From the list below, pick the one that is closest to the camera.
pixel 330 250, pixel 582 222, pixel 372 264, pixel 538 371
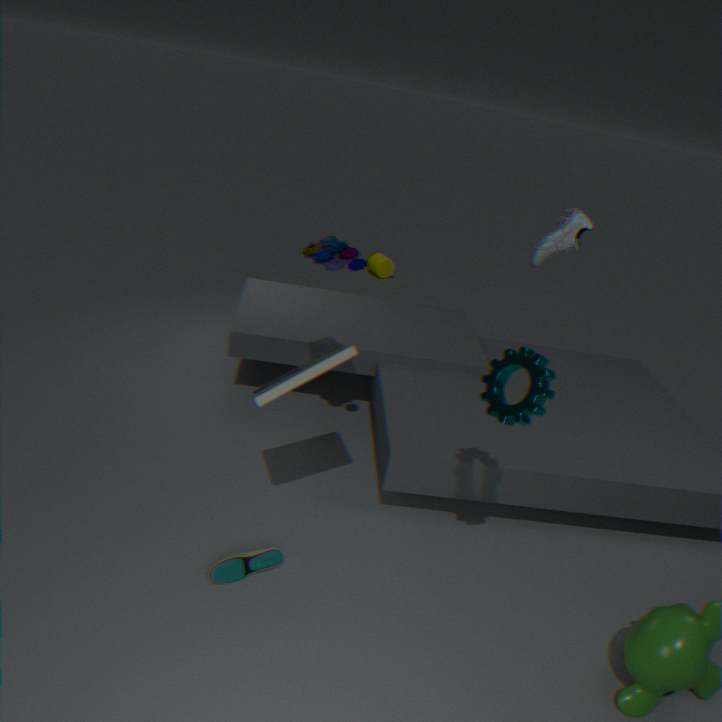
pixel 538 371
